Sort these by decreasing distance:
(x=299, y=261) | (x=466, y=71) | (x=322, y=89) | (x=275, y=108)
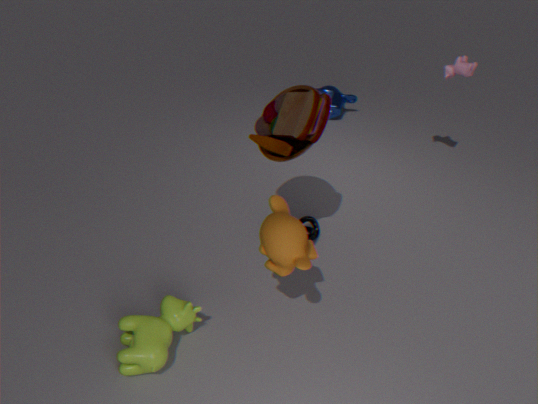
(x=322, y=89) → (x=466, y=71) → (x=275, y=108) → (x=299, y=261)
